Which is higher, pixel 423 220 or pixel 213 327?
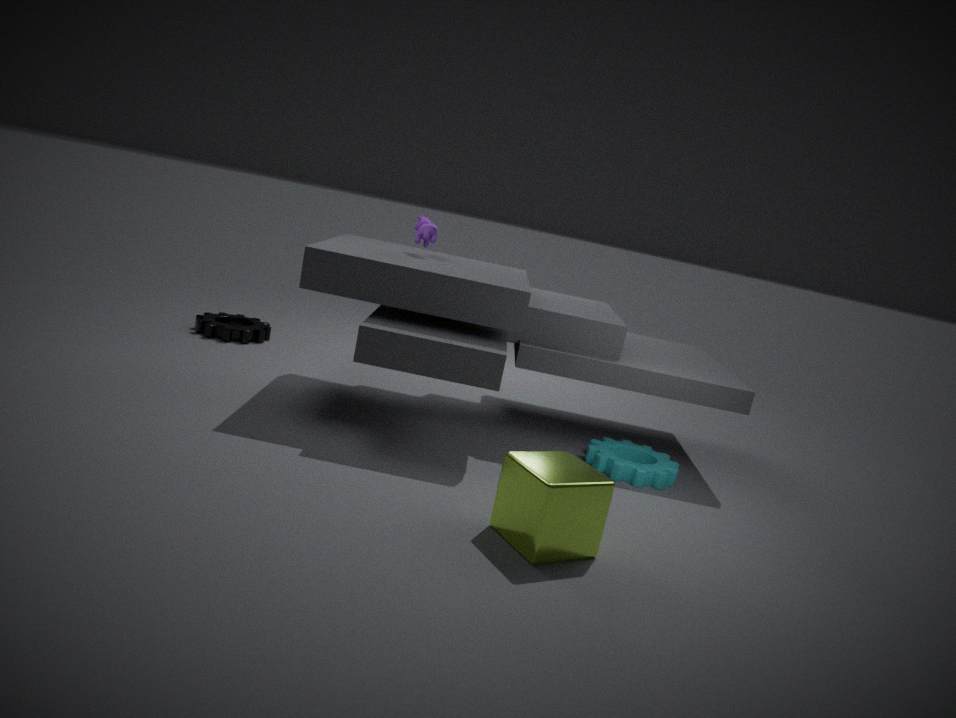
pixel 423 220
